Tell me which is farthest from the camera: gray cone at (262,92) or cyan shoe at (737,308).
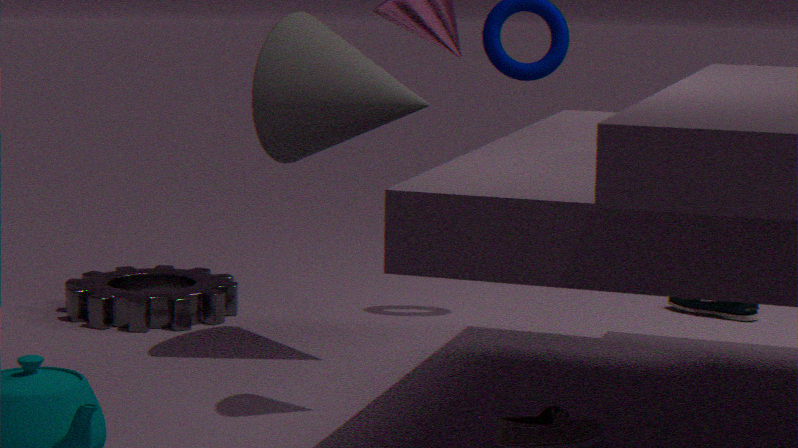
cyan shoe at (737,308)
